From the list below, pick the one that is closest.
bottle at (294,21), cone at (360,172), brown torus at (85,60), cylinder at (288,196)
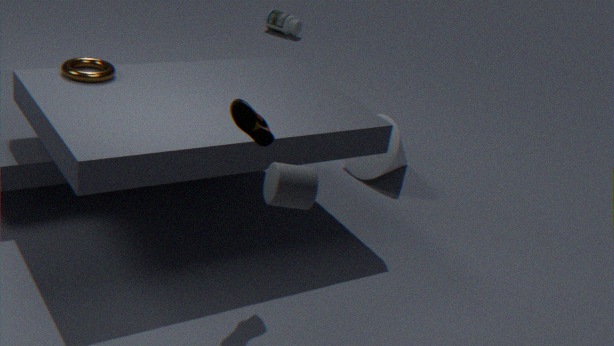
cylinder at (288,196)
